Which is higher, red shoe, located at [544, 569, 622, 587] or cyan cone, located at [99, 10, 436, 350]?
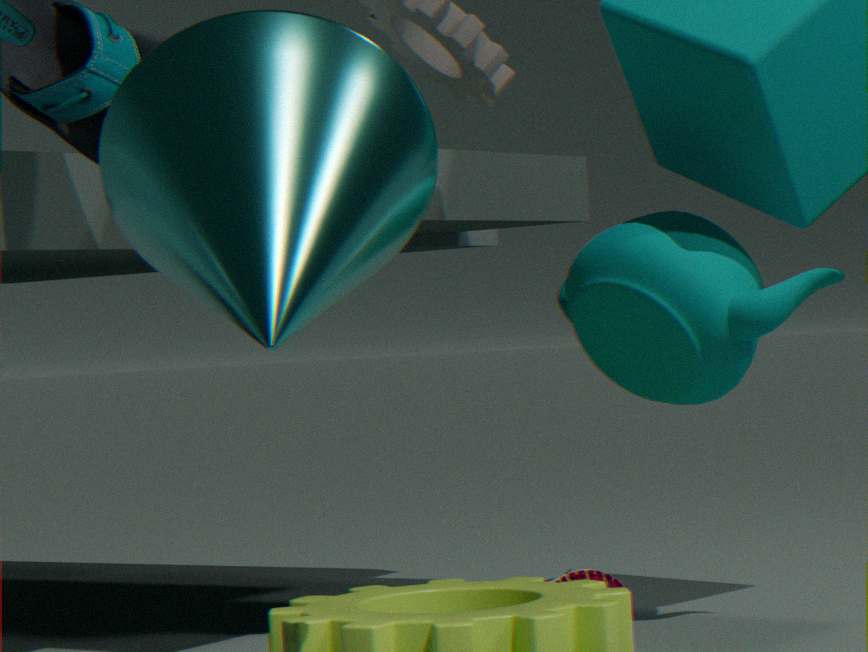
cyan cone, located at [99, 10, 436, 350]
